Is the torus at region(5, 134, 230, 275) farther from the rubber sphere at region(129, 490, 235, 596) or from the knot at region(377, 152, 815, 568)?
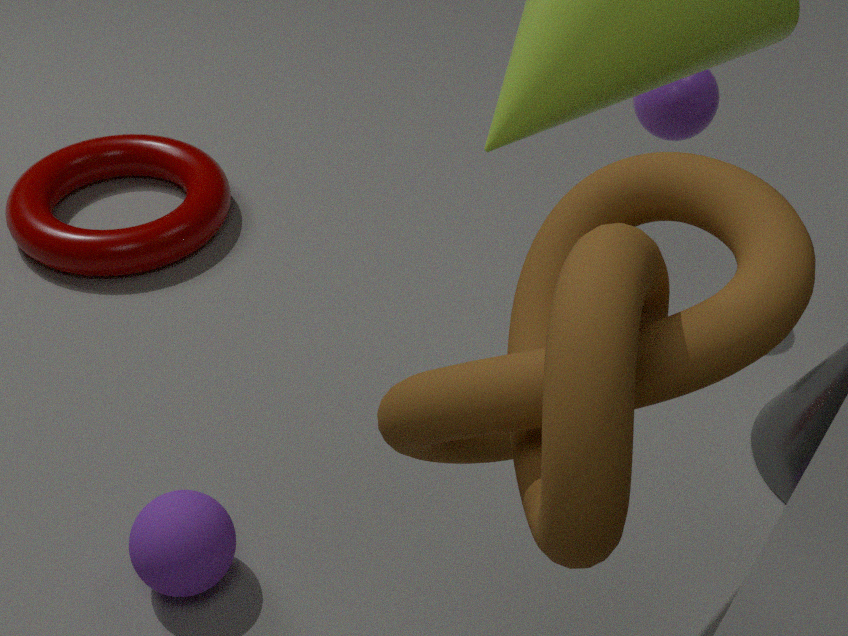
the knot at region(377, 152, 815, 568)
